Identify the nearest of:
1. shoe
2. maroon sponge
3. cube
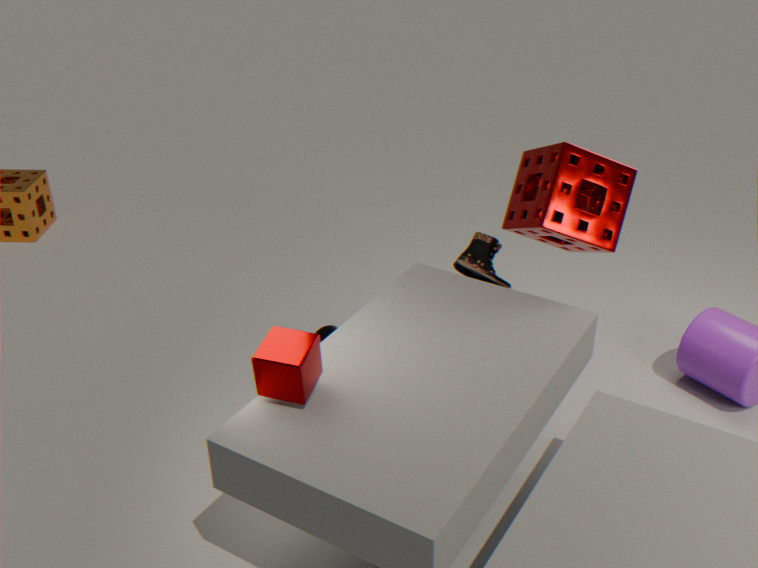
cube
